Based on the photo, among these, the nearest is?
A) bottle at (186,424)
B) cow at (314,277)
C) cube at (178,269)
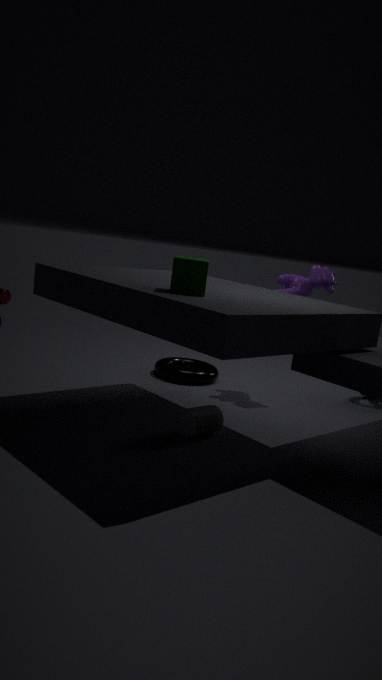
cube at (178,269)
